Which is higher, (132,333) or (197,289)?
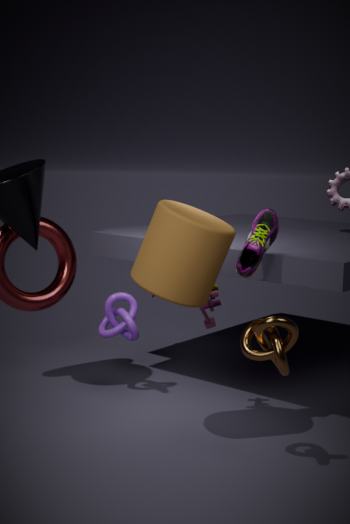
(197,289)
